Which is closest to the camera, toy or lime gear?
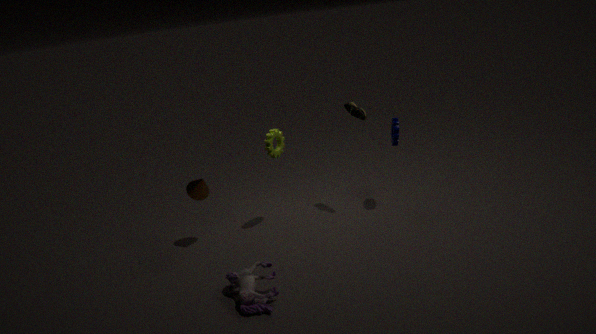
toy
